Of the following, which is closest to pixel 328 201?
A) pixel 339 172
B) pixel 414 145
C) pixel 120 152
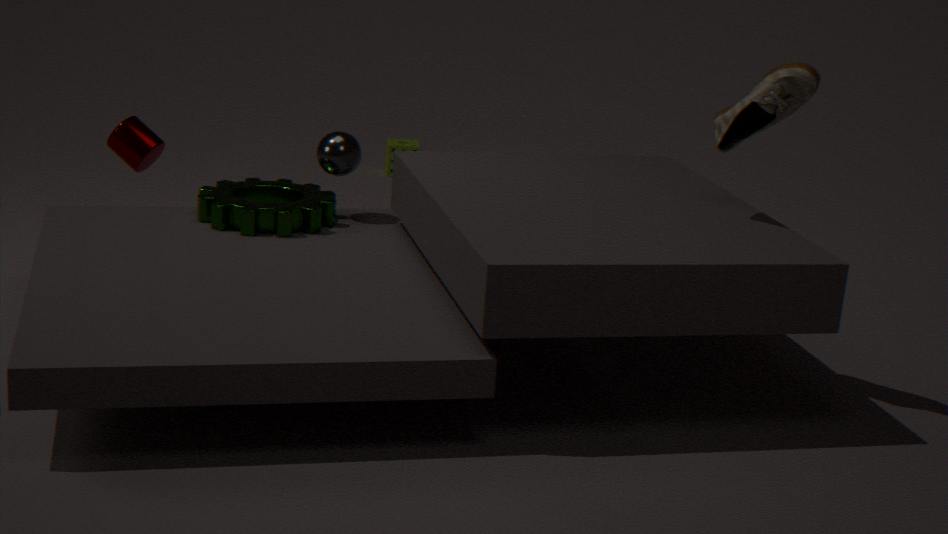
pixel 339 172
